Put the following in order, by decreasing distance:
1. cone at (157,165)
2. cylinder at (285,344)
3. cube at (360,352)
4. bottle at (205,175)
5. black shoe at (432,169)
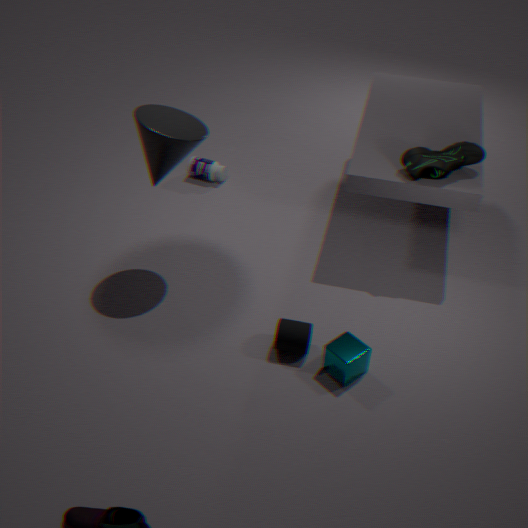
bottle at (205,175) < black shoe at (432,169) < cone at (157,165) < cylinder at (285,344) < cube at (360,352)
